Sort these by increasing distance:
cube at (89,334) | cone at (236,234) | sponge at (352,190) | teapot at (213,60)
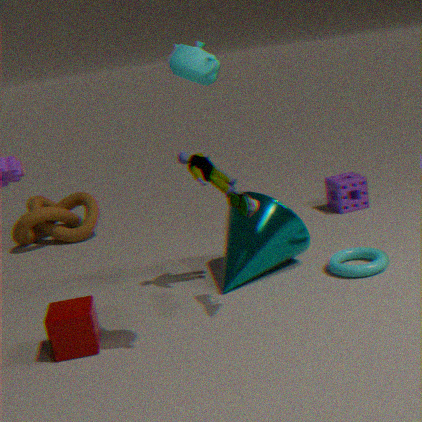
teapot at (213,60)
cube at (89,334)
cone at (236,234)
sponge at (352,190)
